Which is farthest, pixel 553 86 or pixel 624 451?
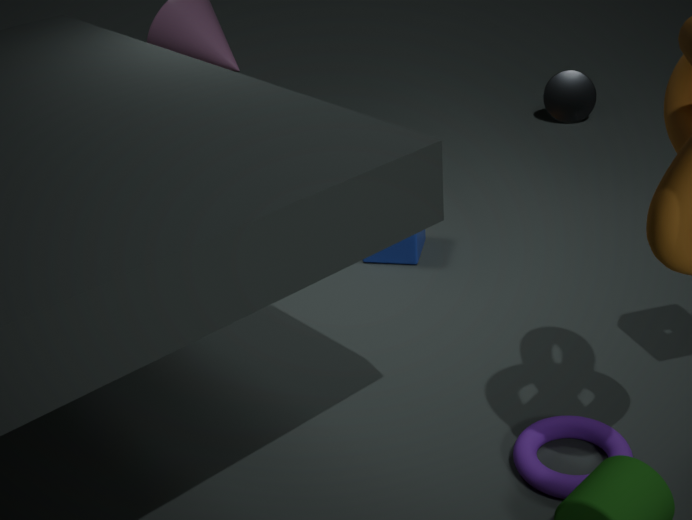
pixel 553 86
